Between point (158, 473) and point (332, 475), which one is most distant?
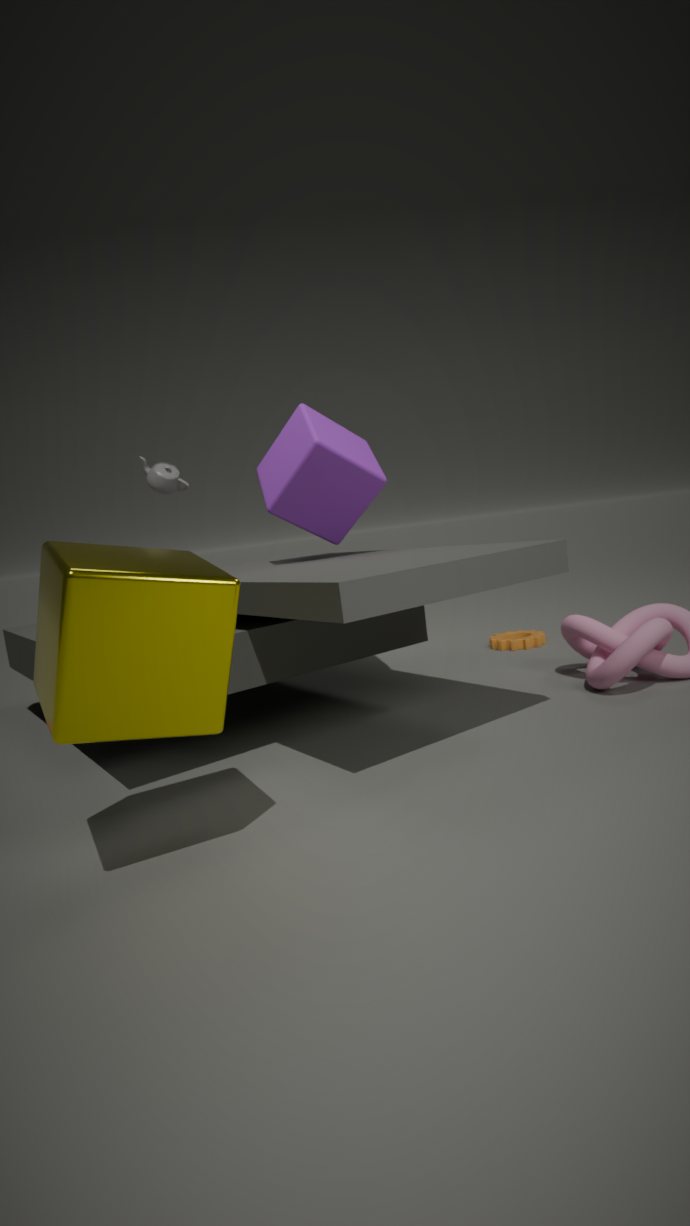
point (158, 473)
